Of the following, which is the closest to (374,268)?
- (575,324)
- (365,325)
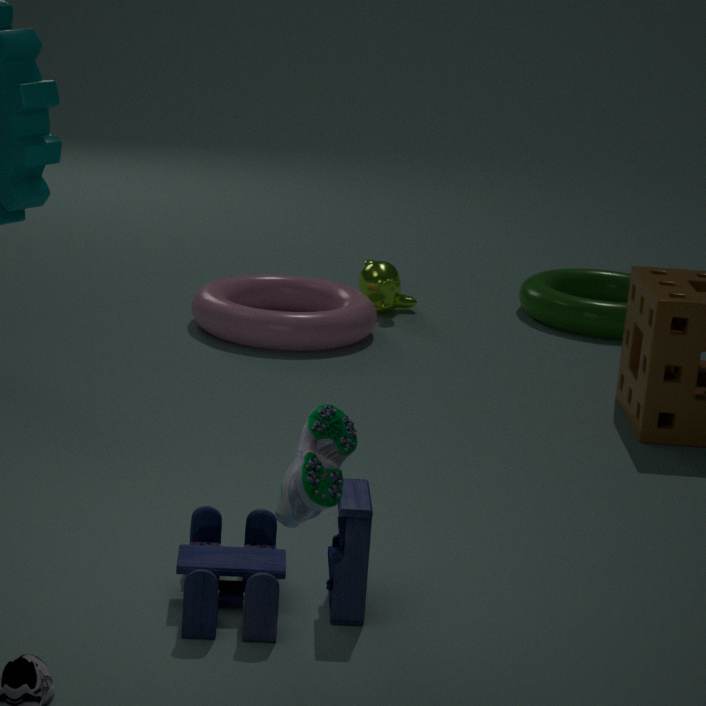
(365,325)
